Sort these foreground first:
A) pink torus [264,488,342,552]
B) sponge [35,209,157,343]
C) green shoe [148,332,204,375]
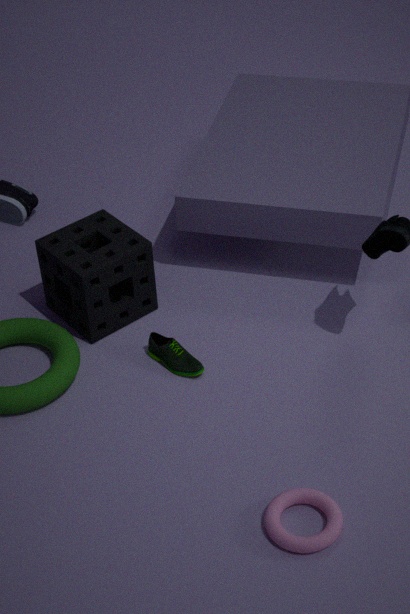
pink torus [264,488,342,552]
green shoe [148,332,204,375]
sponge [35,209,157,343]
